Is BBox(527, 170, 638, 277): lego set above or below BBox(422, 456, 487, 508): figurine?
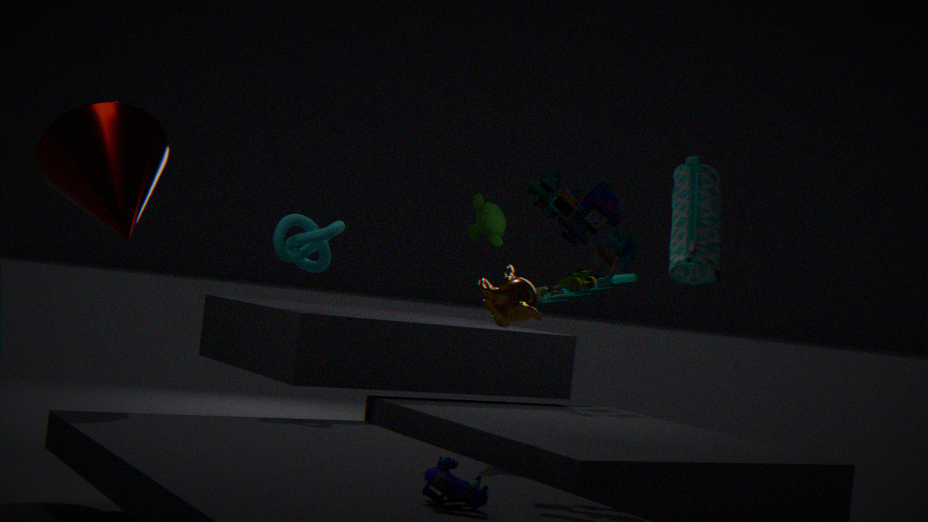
above
